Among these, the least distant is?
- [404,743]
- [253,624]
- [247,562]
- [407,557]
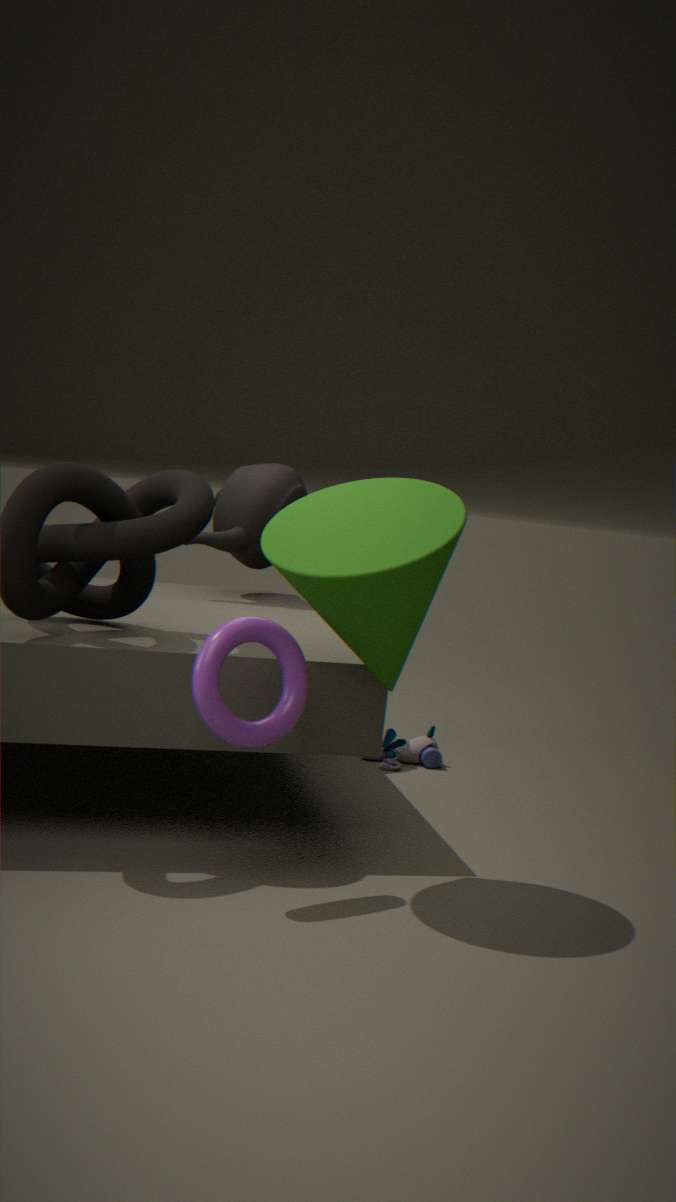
[407,557]
